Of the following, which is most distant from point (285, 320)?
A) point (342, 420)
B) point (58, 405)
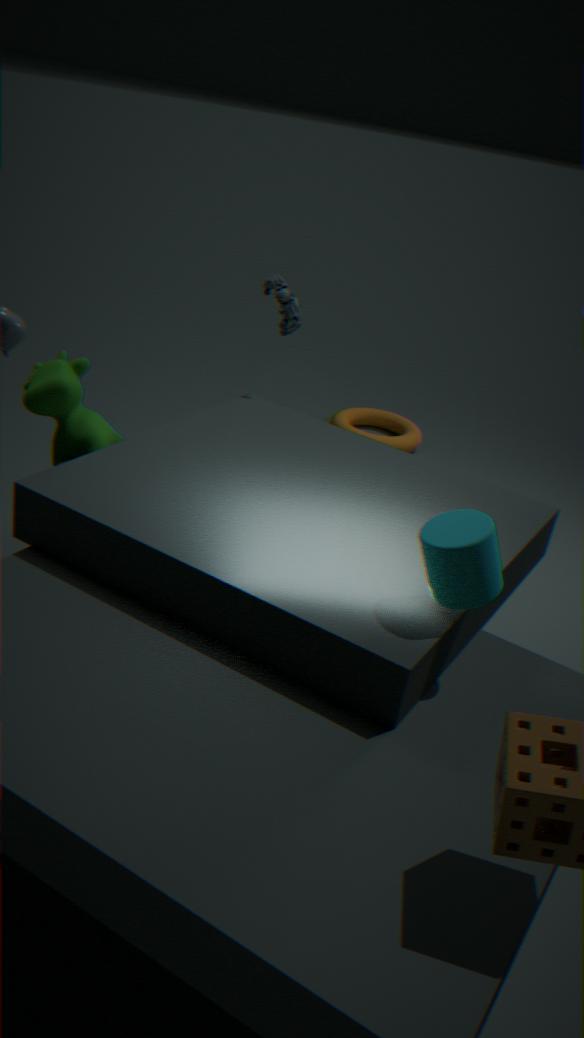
point (342, 420)
